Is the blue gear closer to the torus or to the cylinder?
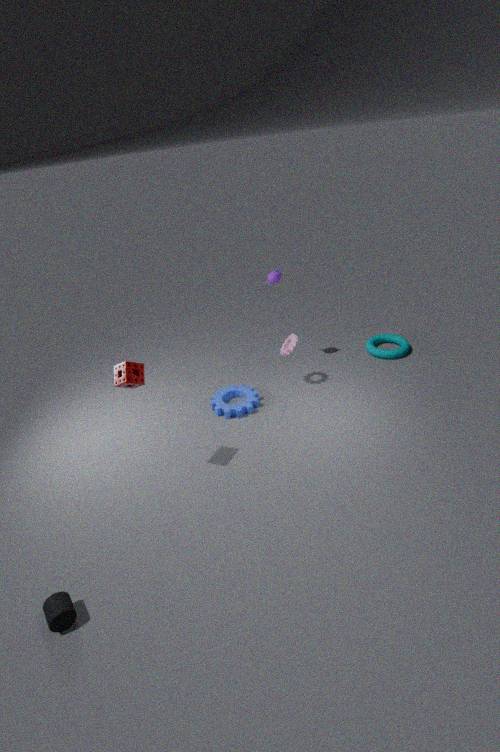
the torus
